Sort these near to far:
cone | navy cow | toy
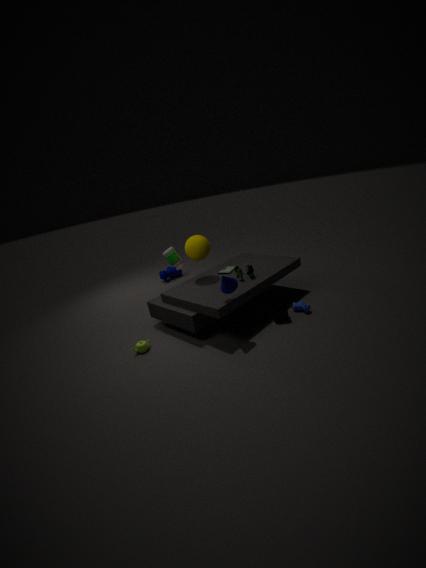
cone
toy
navy cow
